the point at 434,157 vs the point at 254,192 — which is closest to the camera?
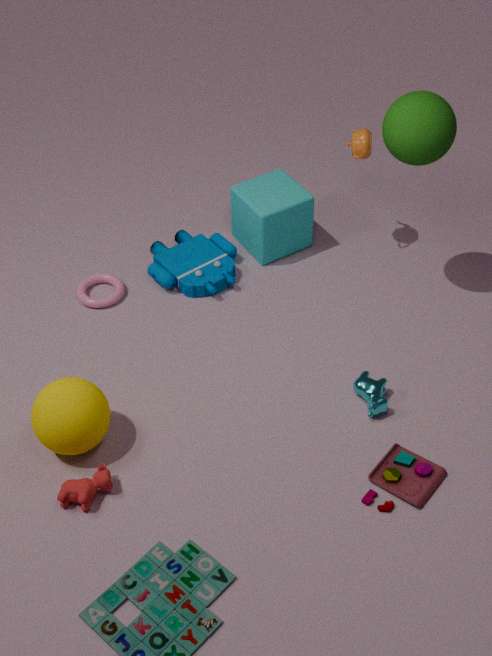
the point at 434,157
